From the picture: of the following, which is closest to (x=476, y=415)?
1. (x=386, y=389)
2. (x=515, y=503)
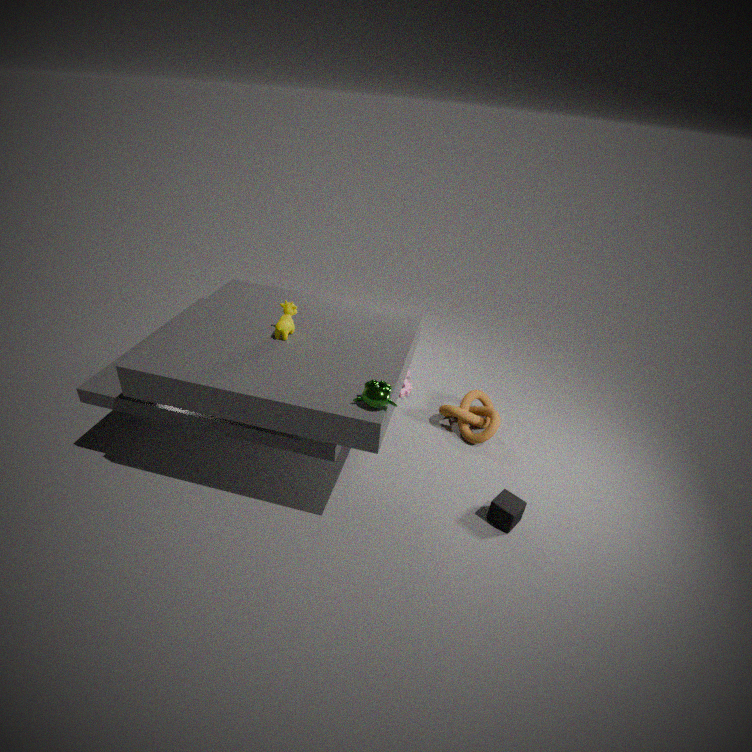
(x=515, y=503)
